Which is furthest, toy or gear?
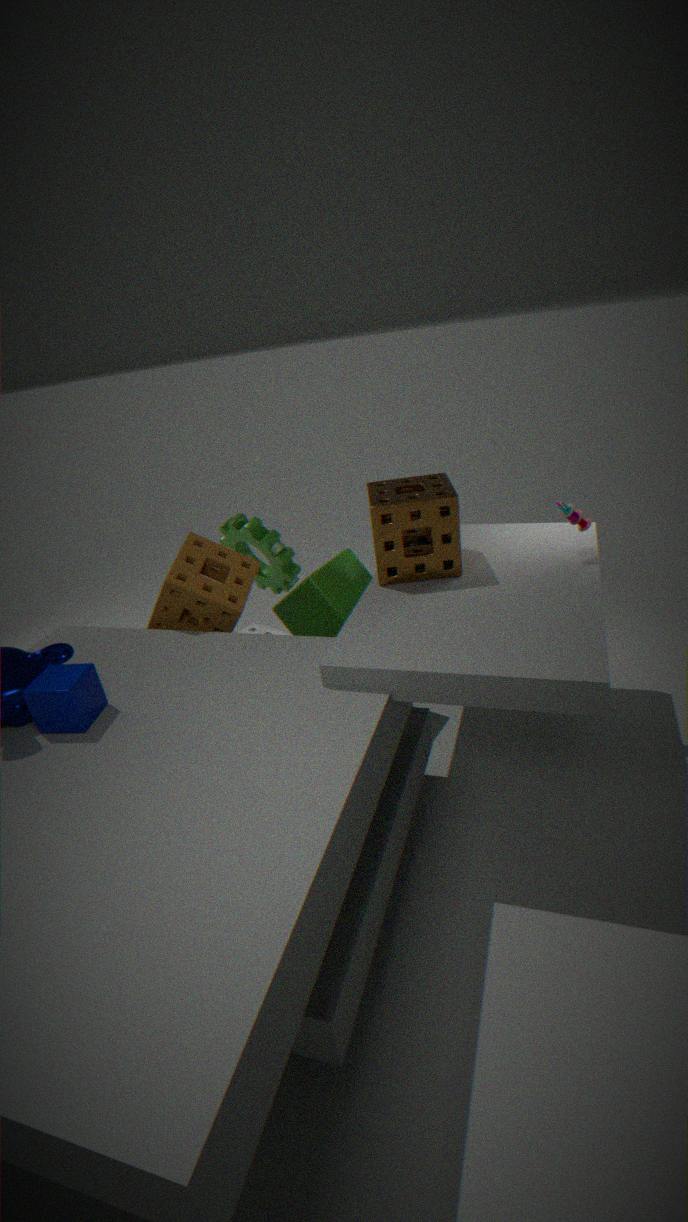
gear
